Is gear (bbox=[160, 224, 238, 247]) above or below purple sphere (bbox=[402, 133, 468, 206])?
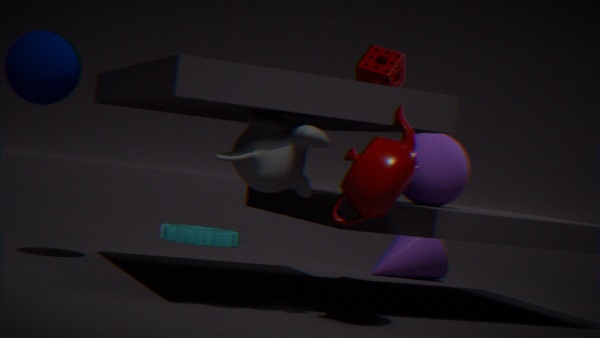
below
